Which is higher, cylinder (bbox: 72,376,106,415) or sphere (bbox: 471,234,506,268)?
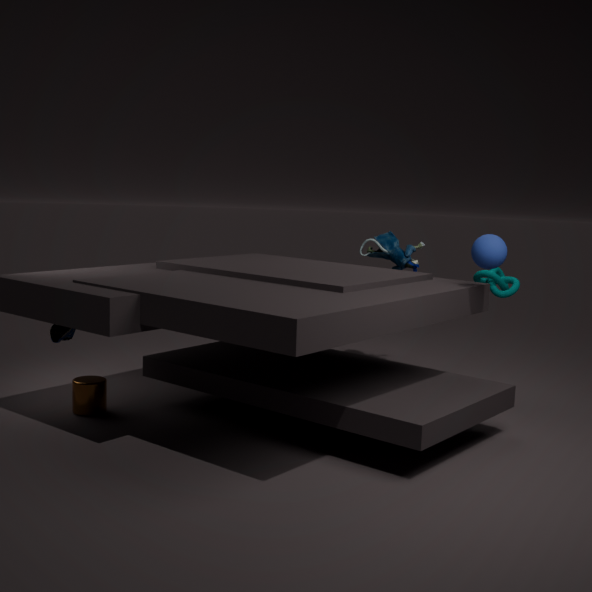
sphere (bbox: 471,234,506,268)
